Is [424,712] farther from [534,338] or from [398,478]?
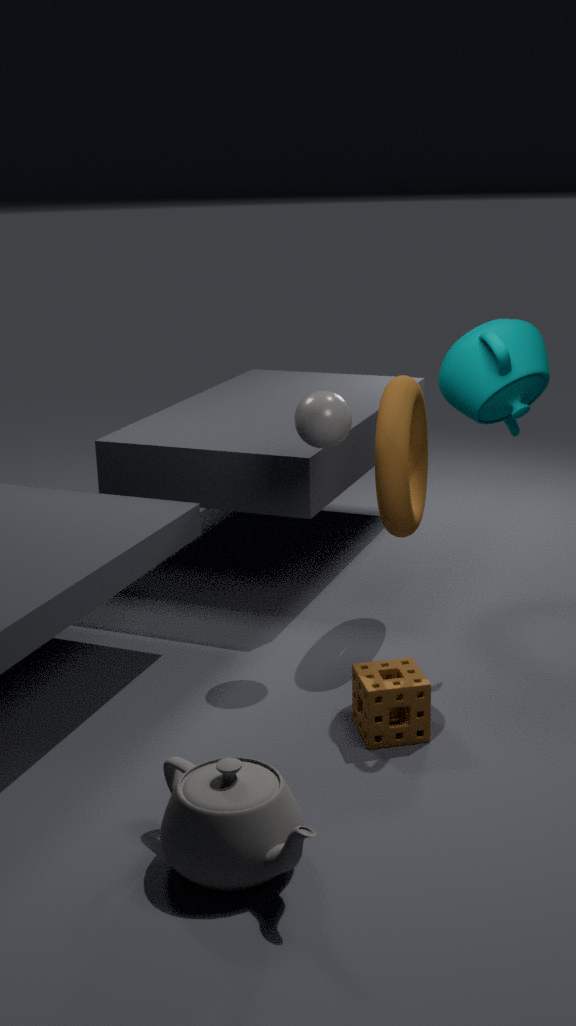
[534,338]
